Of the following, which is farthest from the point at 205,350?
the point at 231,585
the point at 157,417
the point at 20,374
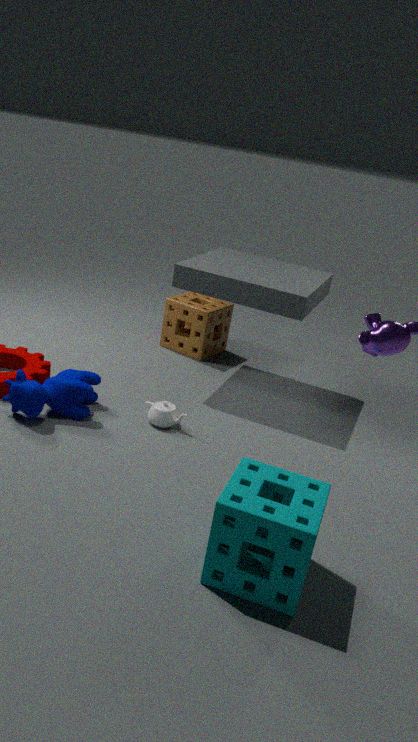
the point at 231,585
